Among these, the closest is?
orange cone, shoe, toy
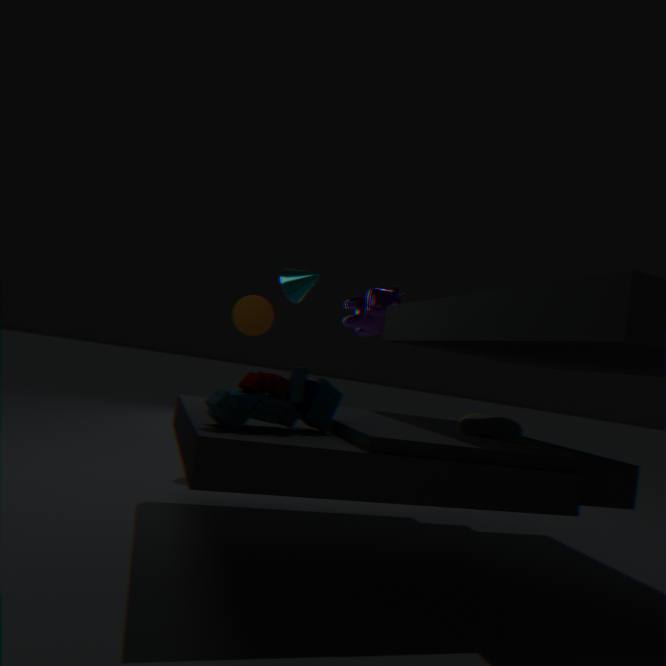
toy
